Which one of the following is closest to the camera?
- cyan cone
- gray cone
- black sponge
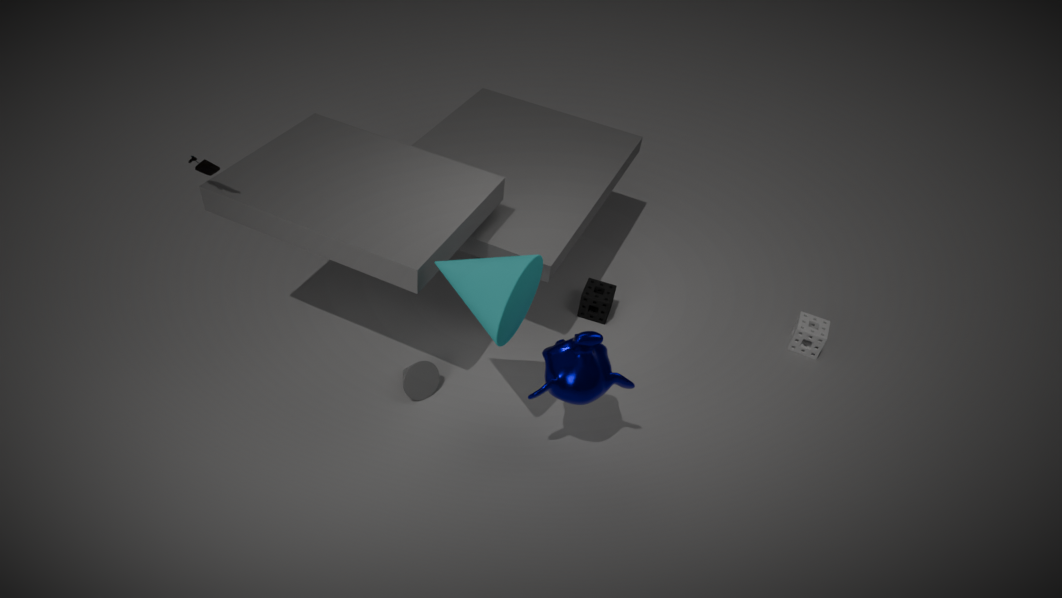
cyan cone
